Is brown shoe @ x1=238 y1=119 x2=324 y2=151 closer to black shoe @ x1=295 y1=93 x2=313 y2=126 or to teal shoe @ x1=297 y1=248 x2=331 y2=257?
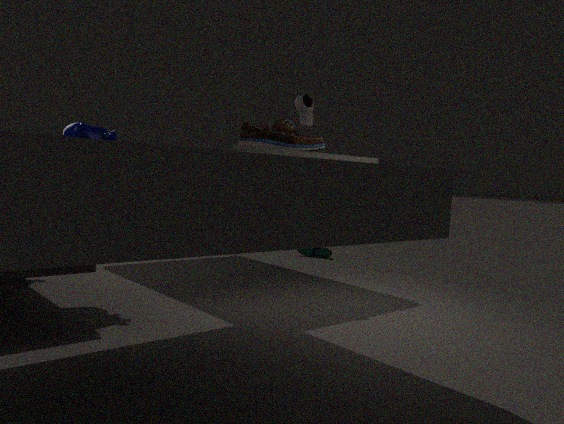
black shoe @ x1=295 y1=93 x2=313 y2=126
